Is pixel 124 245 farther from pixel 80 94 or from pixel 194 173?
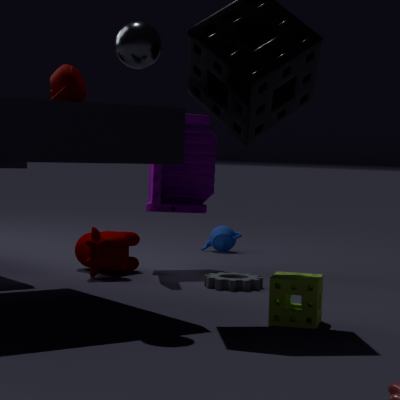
pixel 80 94
